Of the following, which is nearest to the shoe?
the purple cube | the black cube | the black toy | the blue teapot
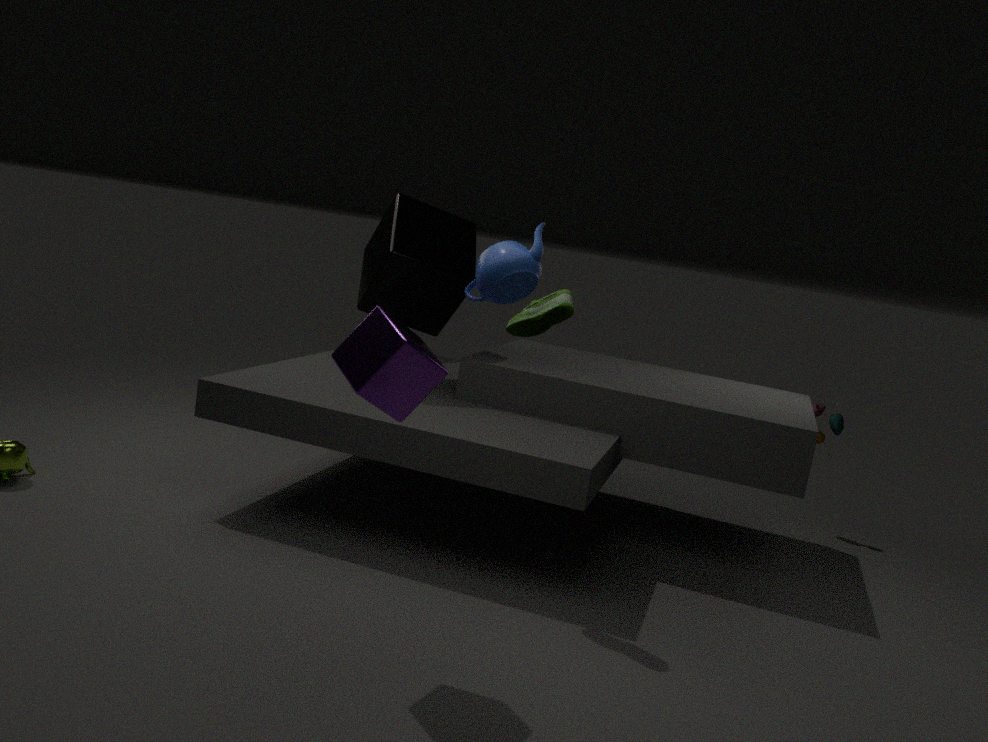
the blue teapot
